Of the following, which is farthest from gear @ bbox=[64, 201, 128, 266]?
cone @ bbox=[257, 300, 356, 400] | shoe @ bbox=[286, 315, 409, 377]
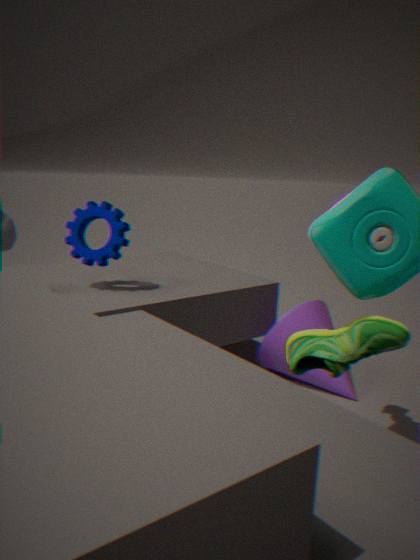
shoe @ bbox=[286, 315, 409, 377]
